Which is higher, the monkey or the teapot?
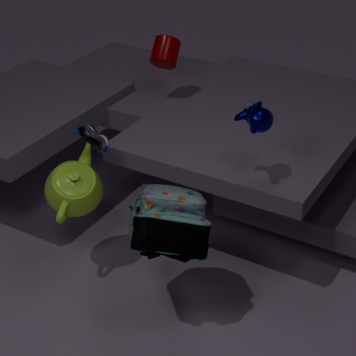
the monkey
